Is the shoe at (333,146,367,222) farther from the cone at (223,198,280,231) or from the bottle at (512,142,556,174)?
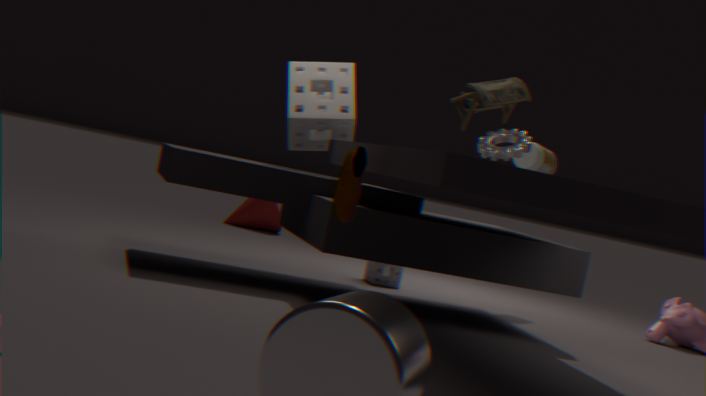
the cone at (223,198,280,231)
